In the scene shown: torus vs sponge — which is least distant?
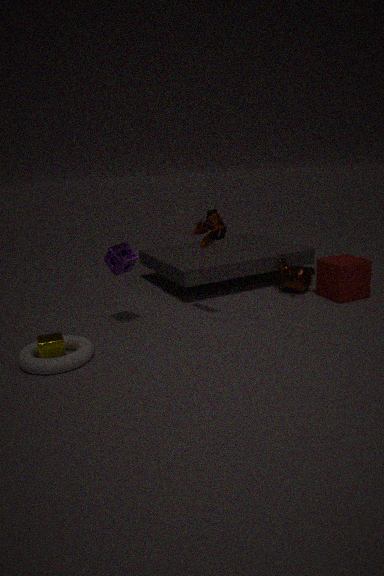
torus
